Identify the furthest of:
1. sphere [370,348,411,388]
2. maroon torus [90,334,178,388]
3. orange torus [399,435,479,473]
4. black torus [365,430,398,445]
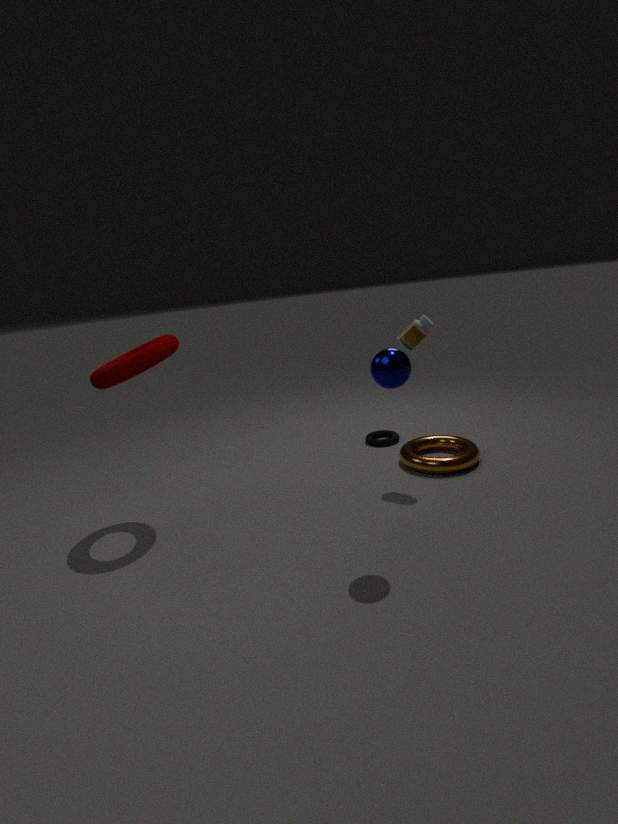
black torus [365,430,398,445]
